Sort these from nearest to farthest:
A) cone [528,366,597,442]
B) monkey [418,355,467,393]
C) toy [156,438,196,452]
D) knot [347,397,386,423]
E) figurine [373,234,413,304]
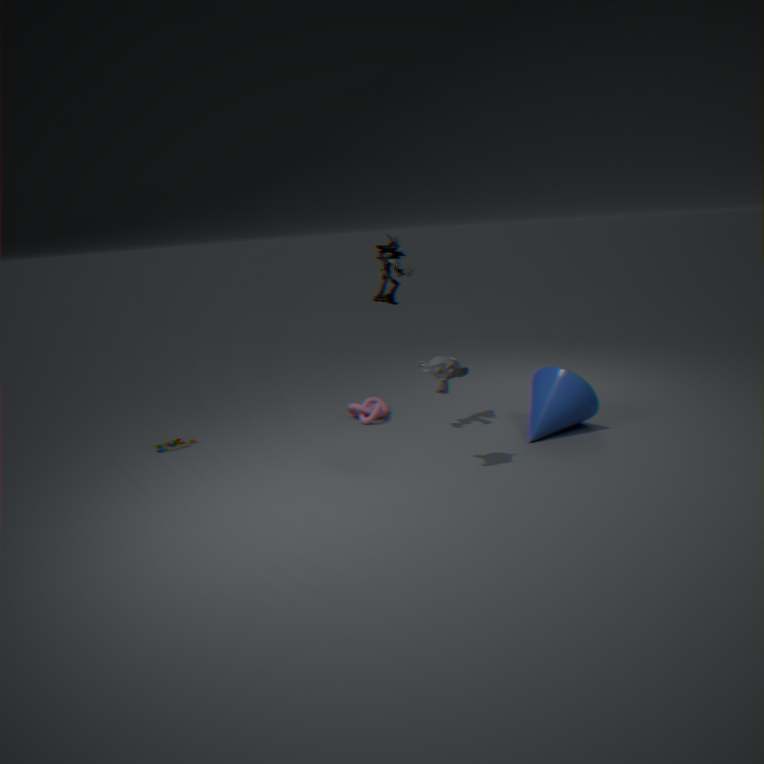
1. monkey [418,355,467,393]
2. figurine [373,234,413,304]
3. cone [528,366,597,442]
4. toy [156,438,196,452]
5. knot [347,397,386,423]
